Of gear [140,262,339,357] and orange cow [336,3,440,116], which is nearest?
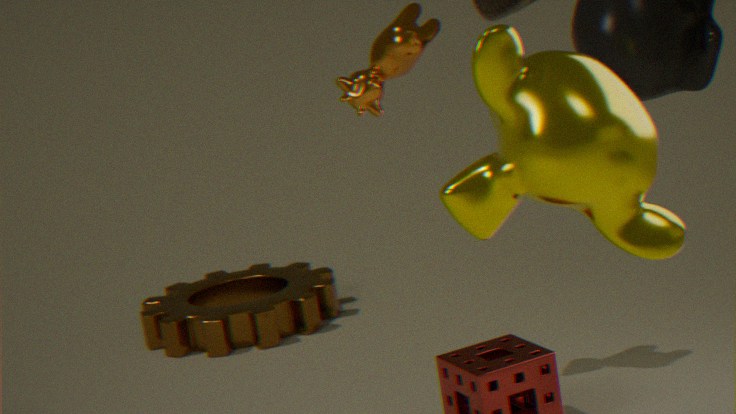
orange cow [336,3,440,116]
